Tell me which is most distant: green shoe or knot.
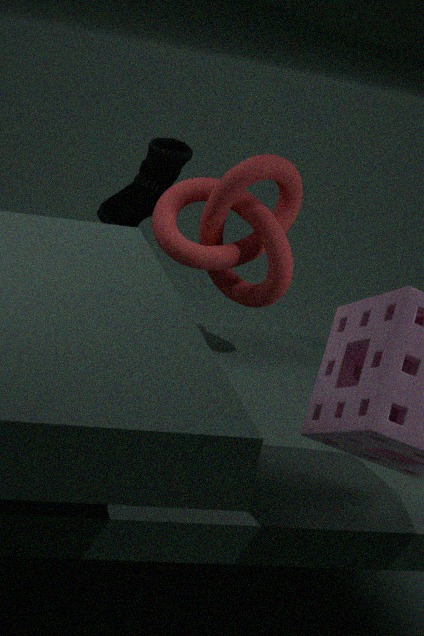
green shoe
